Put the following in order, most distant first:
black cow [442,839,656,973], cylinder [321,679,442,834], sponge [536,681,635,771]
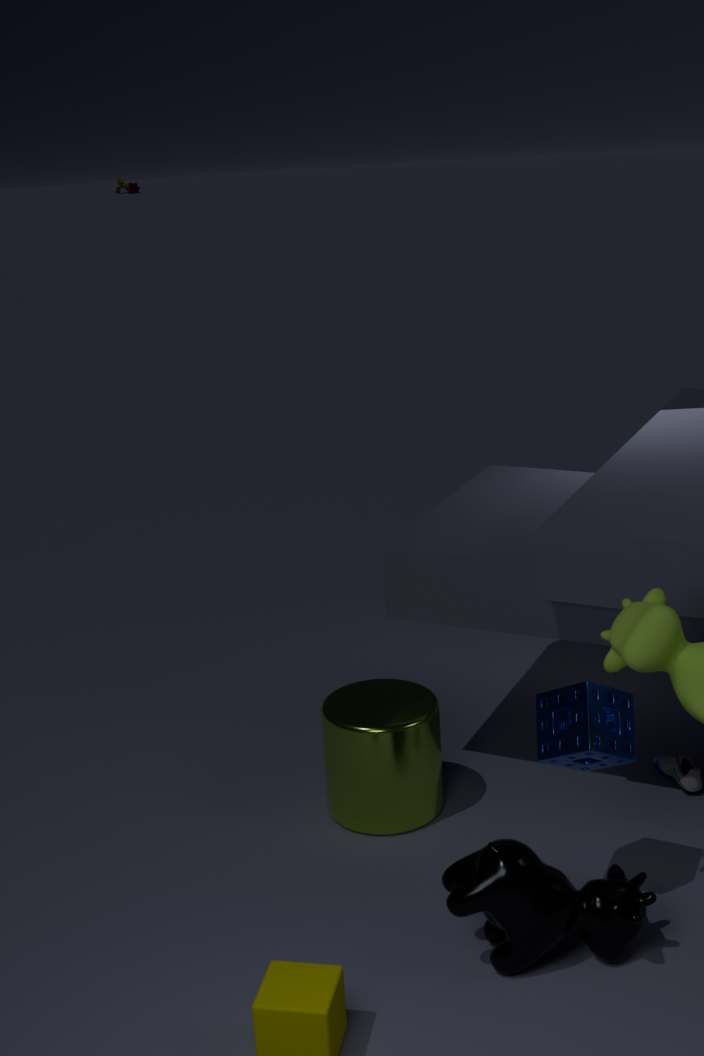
cylinder [321,679,442,834]
sponge [536,681,635,771]
black cow [442,839,656,973]
